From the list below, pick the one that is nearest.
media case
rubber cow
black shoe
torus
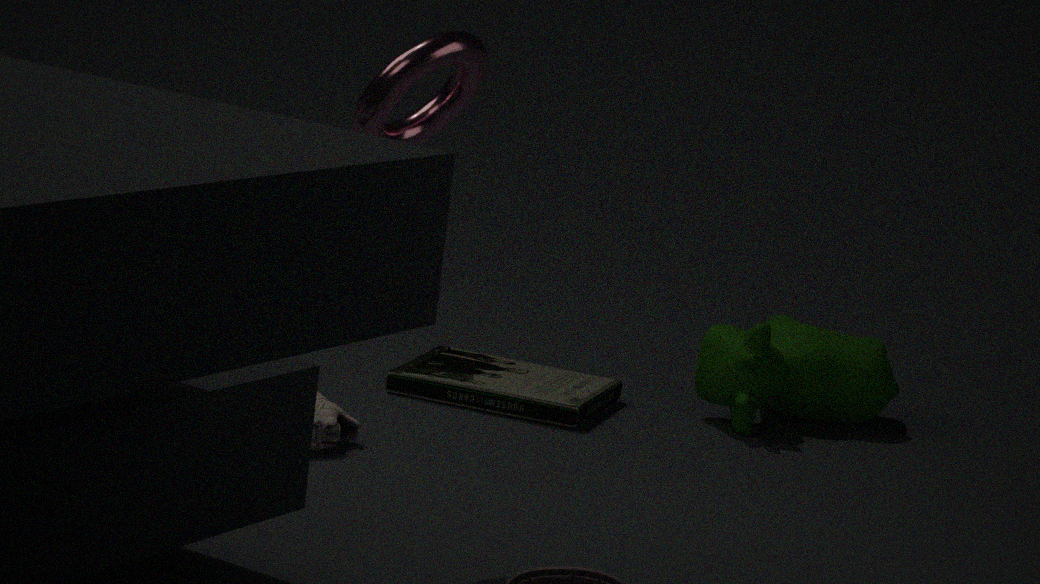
torus
